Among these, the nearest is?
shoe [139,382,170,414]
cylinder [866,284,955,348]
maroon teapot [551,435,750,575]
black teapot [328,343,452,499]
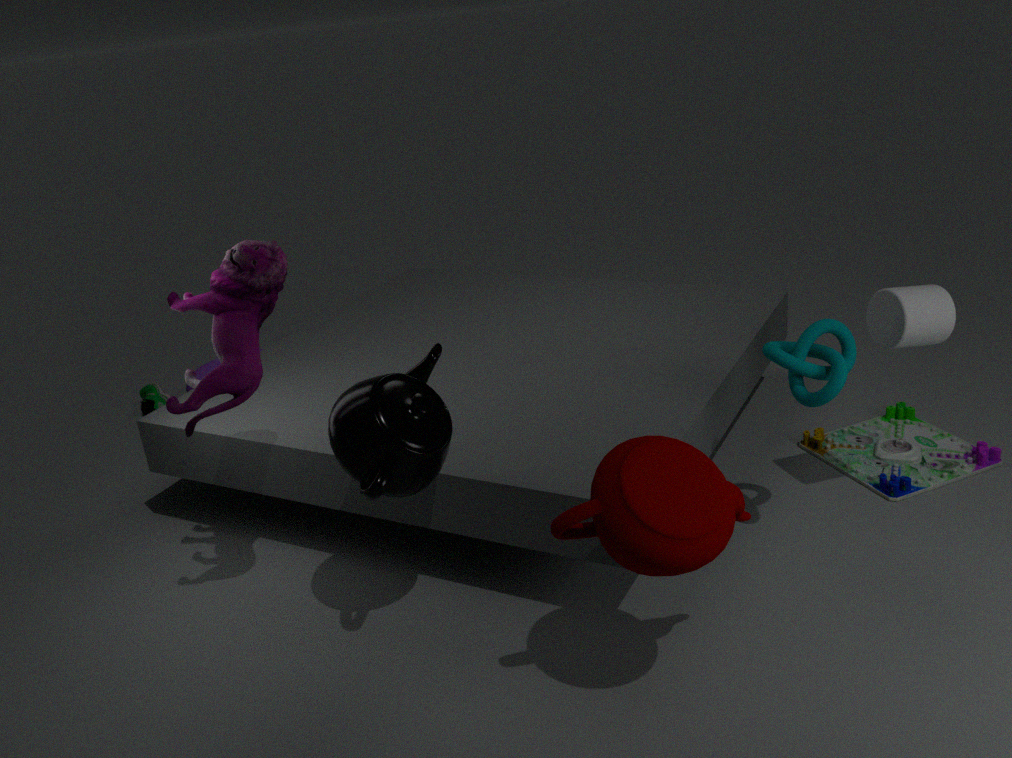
maroon teapot [551,435,750,575]
